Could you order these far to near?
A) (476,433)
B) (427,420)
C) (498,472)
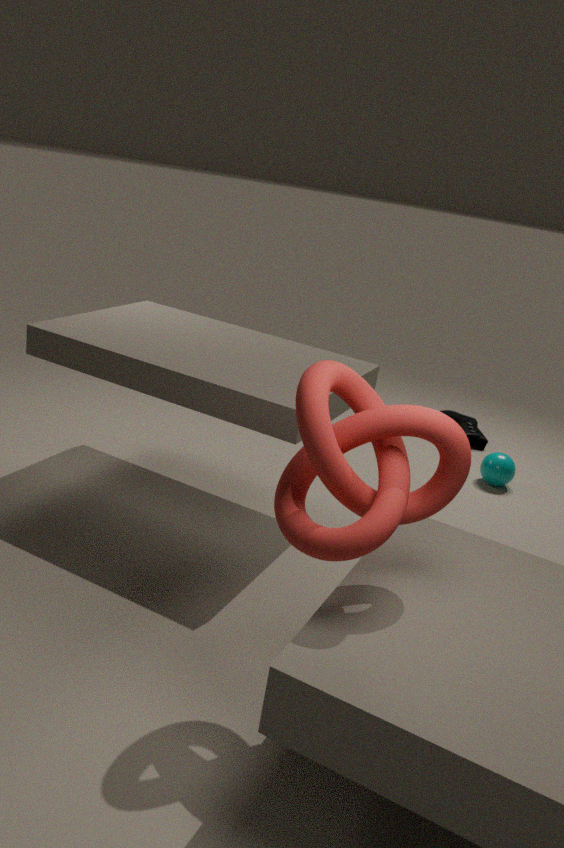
(476,433), (498,472), (427,420)
